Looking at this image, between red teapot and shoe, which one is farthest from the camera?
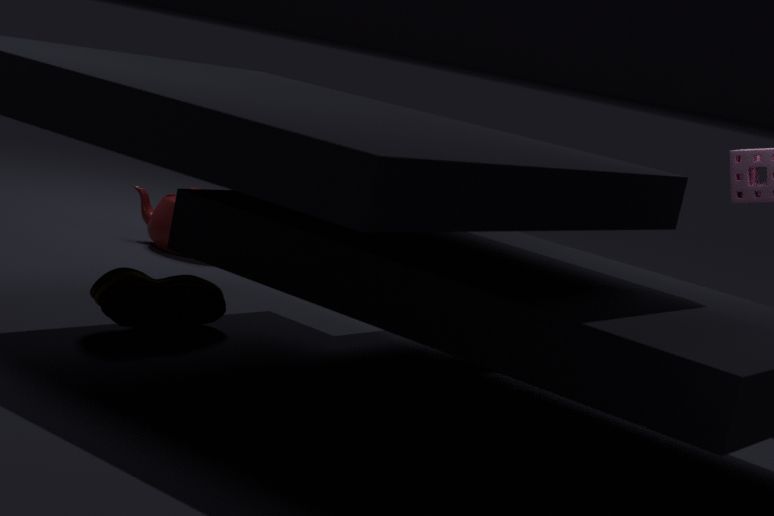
red teapot
